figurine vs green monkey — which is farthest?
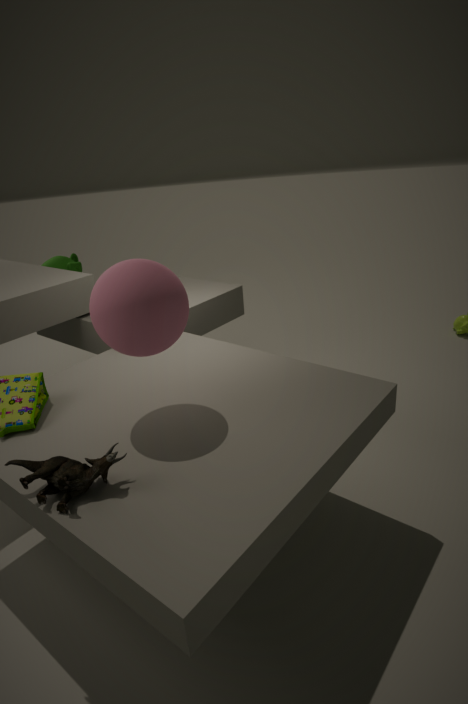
green monkey
